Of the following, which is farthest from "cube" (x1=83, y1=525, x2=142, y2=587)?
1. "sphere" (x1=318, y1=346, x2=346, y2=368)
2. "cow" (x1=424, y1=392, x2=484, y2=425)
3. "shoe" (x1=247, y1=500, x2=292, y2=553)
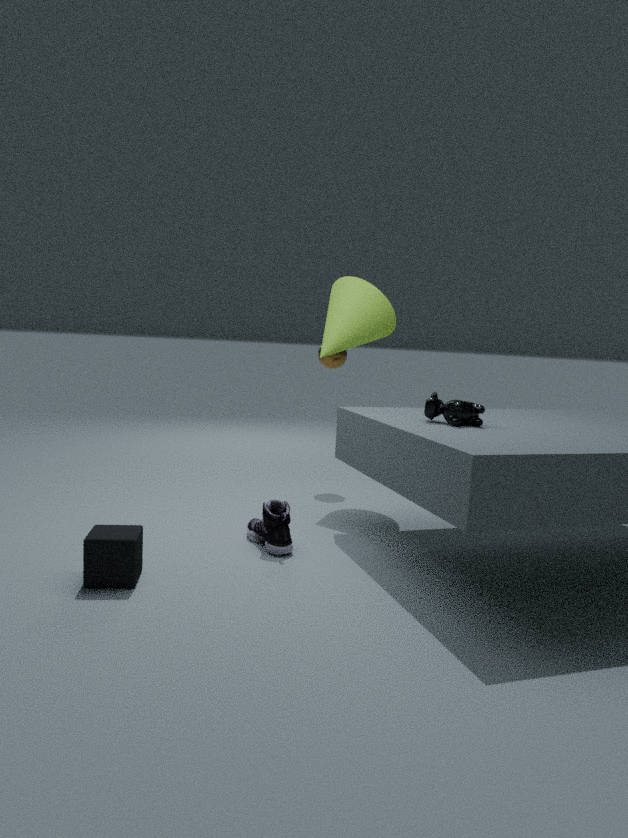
"sphere" (x1=318, y1=346, x2=346, y2=368)
